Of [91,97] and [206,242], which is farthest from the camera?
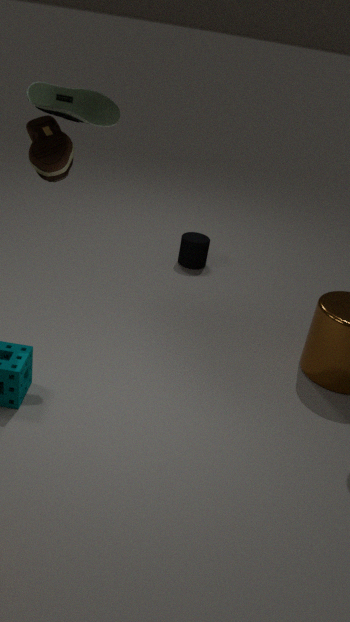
[206,242]
